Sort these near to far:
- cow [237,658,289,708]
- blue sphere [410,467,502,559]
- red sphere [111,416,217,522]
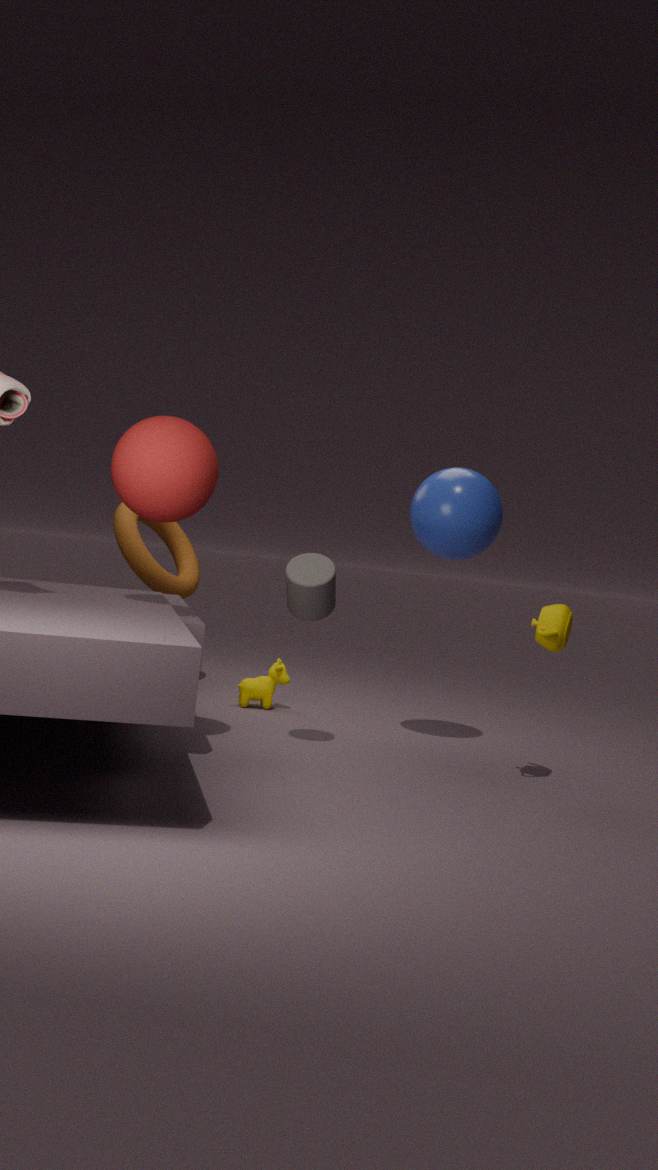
red sphere [111,416,217,522]
blue sphere [410,467,502,559]
cow [237,658,289,708]
